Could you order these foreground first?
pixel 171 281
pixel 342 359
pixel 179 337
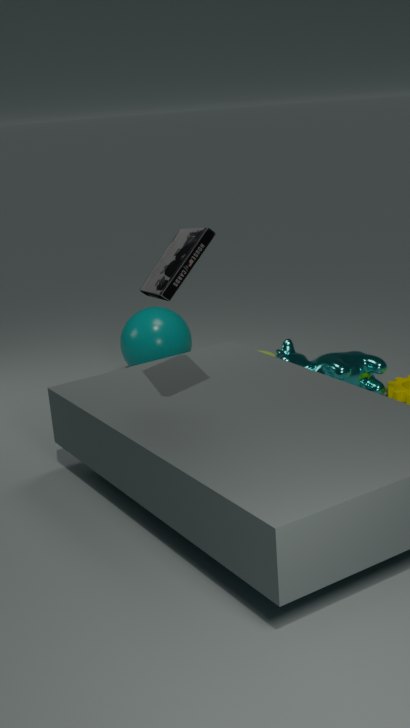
pixel 171 281 → pixel 342 359 → pixel 179 337
